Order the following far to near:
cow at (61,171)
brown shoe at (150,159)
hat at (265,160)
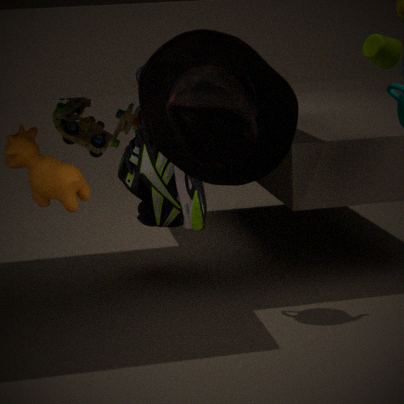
cow at (61,171)
brown shoe at (150,159)
hat at (265,160)
